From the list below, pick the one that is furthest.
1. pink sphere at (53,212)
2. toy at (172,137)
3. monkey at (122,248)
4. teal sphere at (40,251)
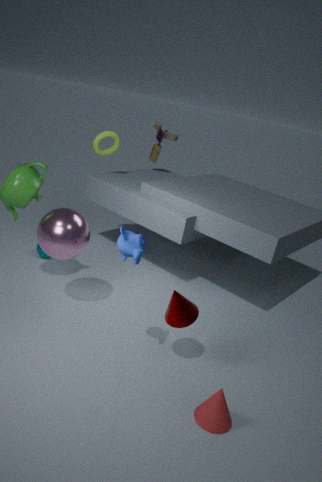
toy at (172,137)
